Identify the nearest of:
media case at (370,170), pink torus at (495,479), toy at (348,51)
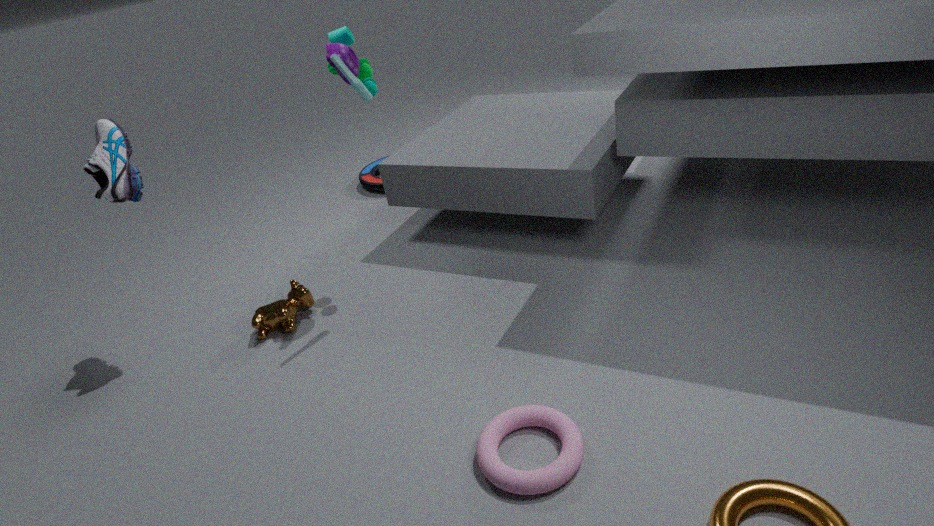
pink torus at (495,479)
